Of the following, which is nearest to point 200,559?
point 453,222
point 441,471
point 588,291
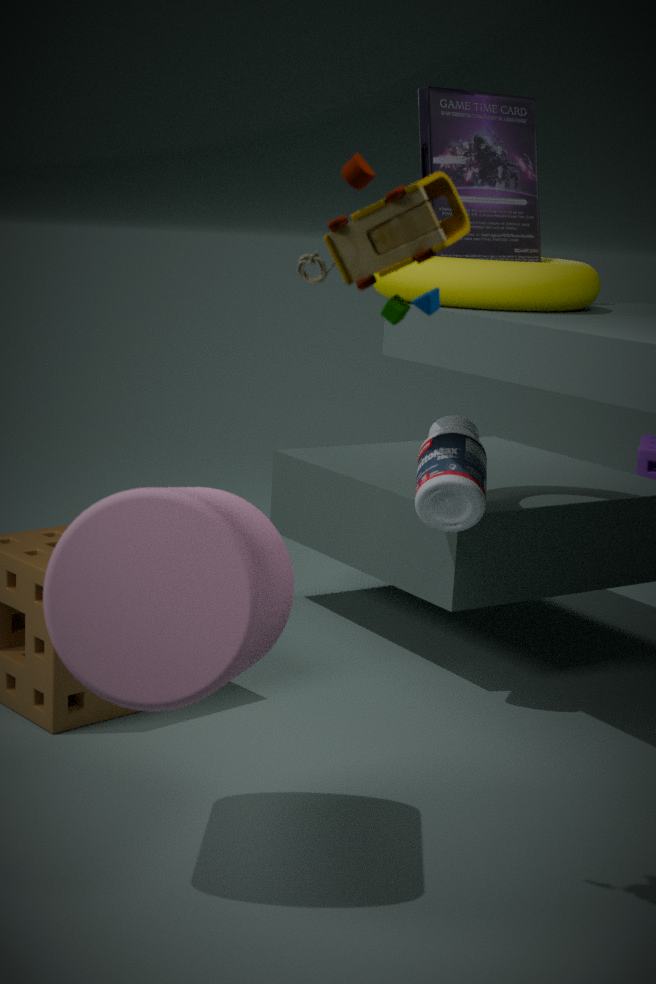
point 453,222
